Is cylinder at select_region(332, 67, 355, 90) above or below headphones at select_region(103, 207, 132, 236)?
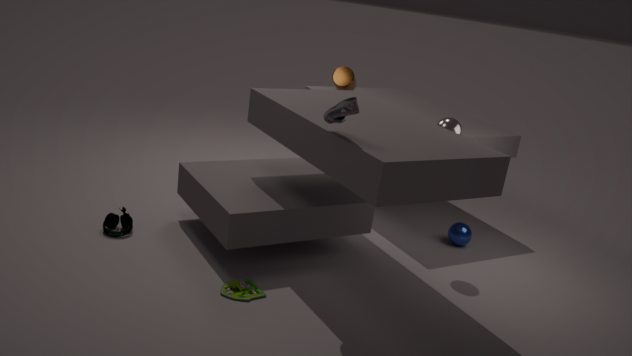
above
